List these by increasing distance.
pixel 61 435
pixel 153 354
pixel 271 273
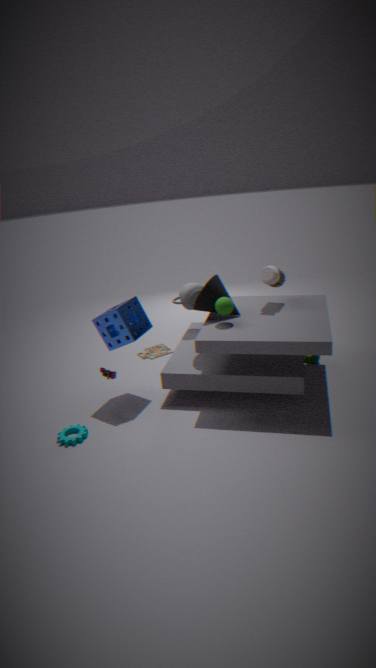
1. pixel 61 435
2. pixel 271 273
3. pixel 153 354
